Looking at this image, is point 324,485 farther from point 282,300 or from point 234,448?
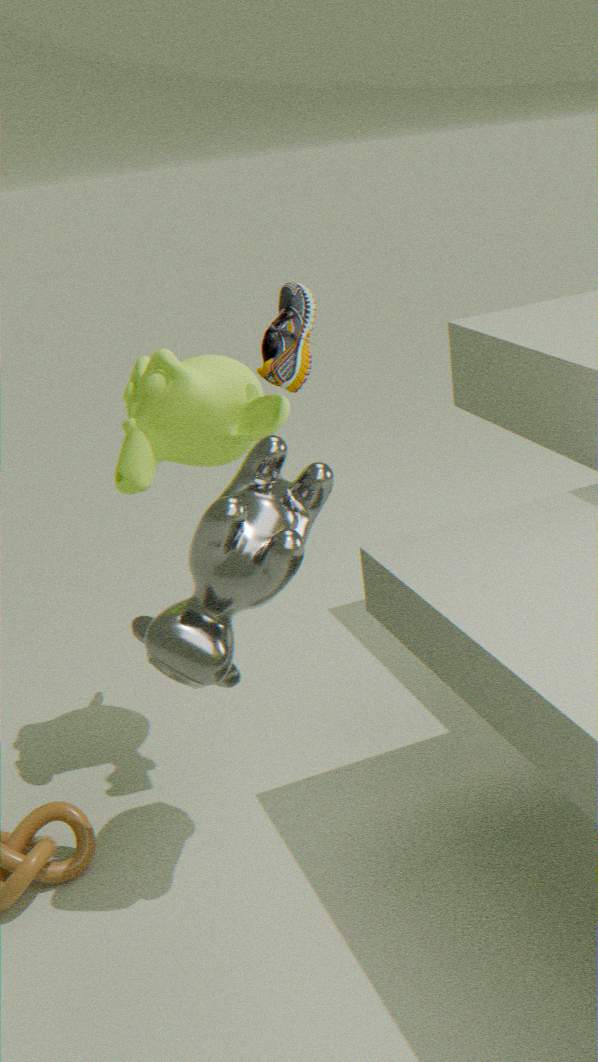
point 234,448
